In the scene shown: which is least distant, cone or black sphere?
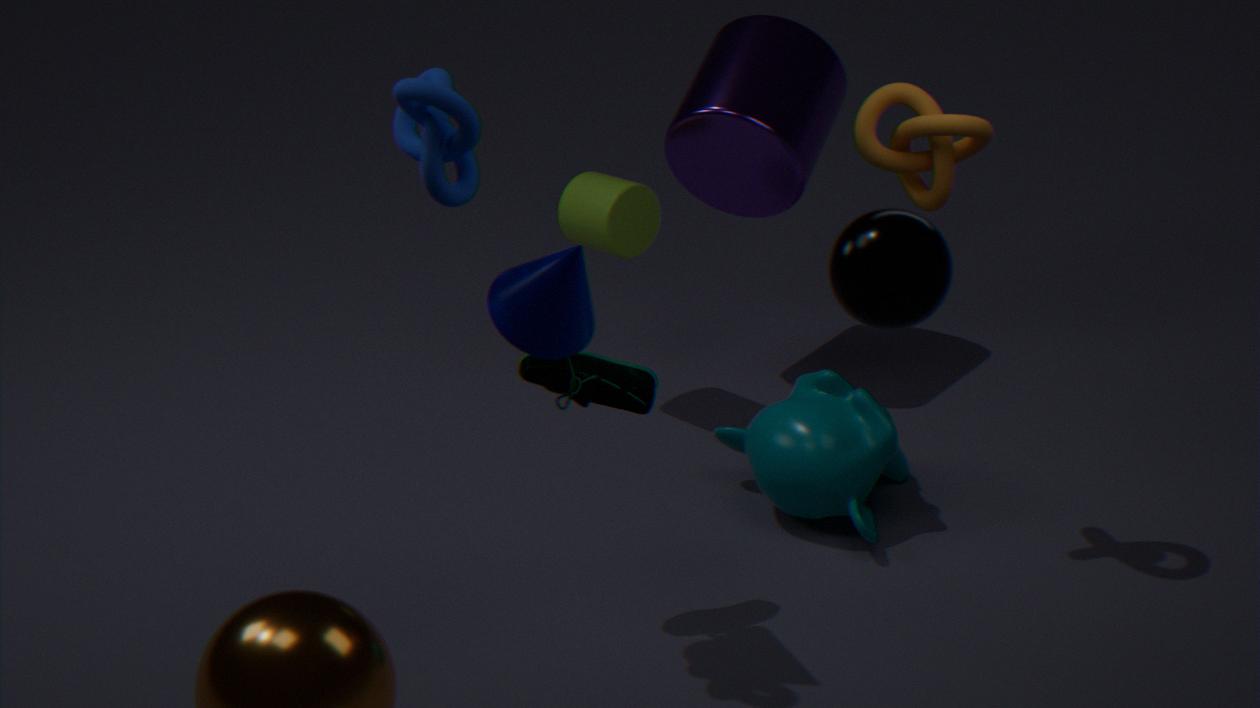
black sphere
